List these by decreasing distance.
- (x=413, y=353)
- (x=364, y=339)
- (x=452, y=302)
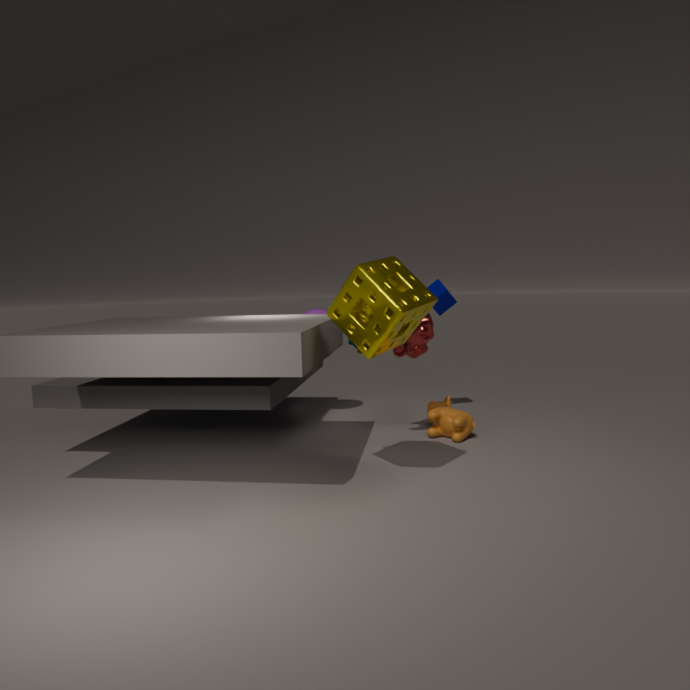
(x=452, y=302)
(x=413, y=353)
(x=364, y=339)
